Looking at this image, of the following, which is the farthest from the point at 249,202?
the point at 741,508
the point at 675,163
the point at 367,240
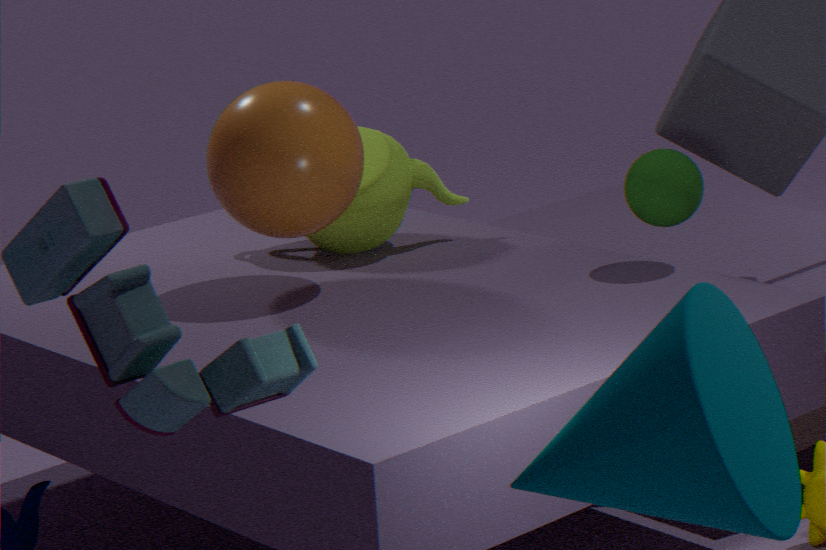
the point at 741,508
